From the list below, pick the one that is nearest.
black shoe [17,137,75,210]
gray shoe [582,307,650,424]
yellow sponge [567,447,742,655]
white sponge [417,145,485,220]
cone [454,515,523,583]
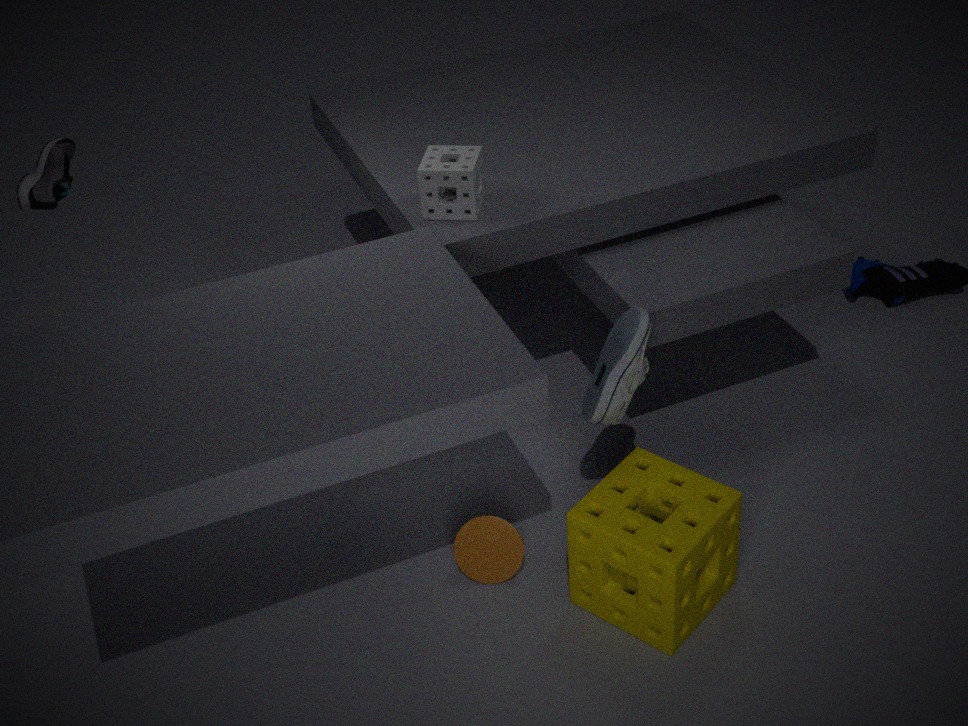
yellow sponge [567,447,742,655]
